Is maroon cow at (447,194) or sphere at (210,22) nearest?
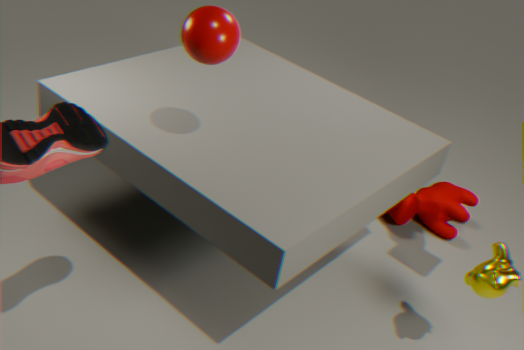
sphere at (210,22)
